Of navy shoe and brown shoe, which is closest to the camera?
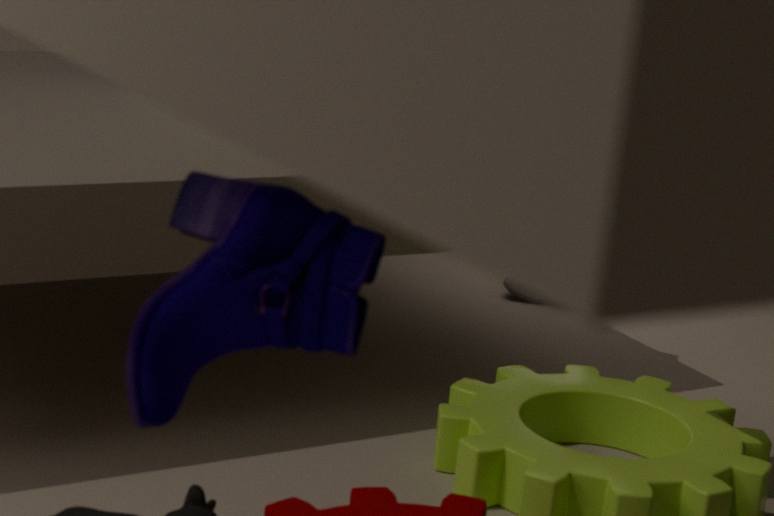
brown shoe
